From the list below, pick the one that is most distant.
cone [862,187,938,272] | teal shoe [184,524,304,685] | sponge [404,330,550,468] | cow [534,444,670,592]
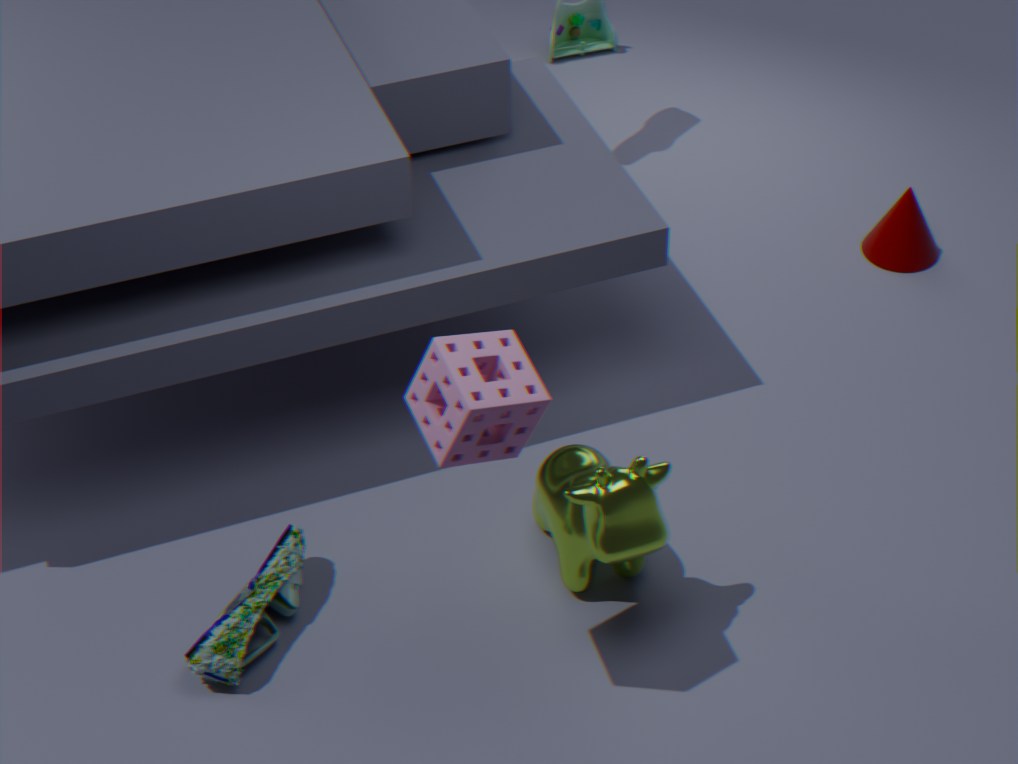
cone [862,187,938,272]
